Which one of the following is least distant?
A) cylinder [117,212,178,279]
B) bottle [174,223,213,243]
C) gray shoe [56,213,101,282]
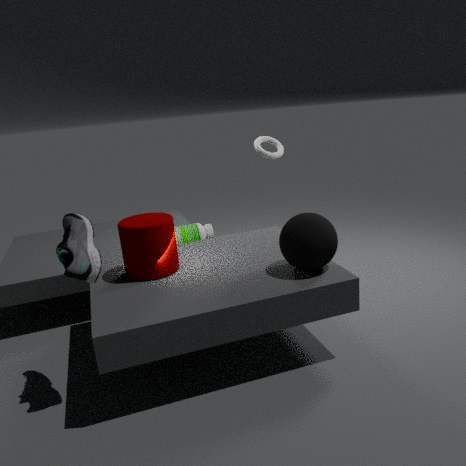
gray shoe [56,213,101,282]
